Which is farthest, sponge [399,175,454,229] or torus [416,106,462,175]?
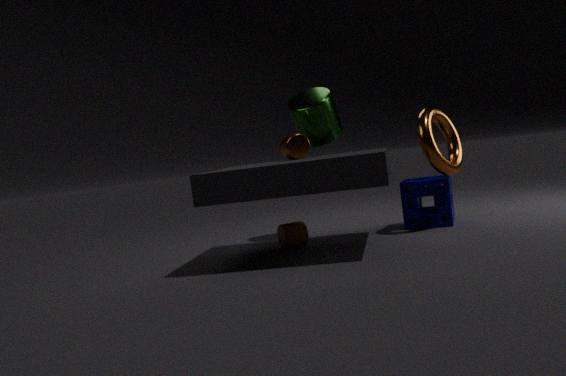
sponge [399,175,454,229]
